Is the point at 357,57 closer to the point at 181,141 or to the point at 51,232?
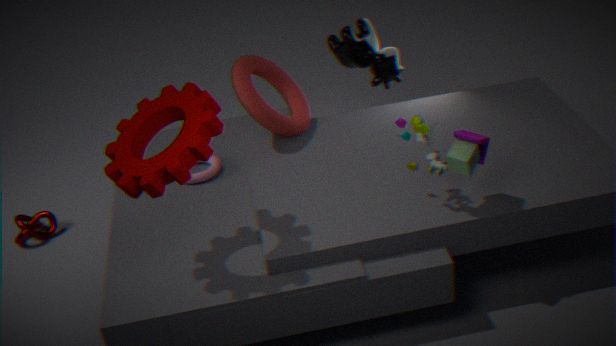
the point at 181,141
